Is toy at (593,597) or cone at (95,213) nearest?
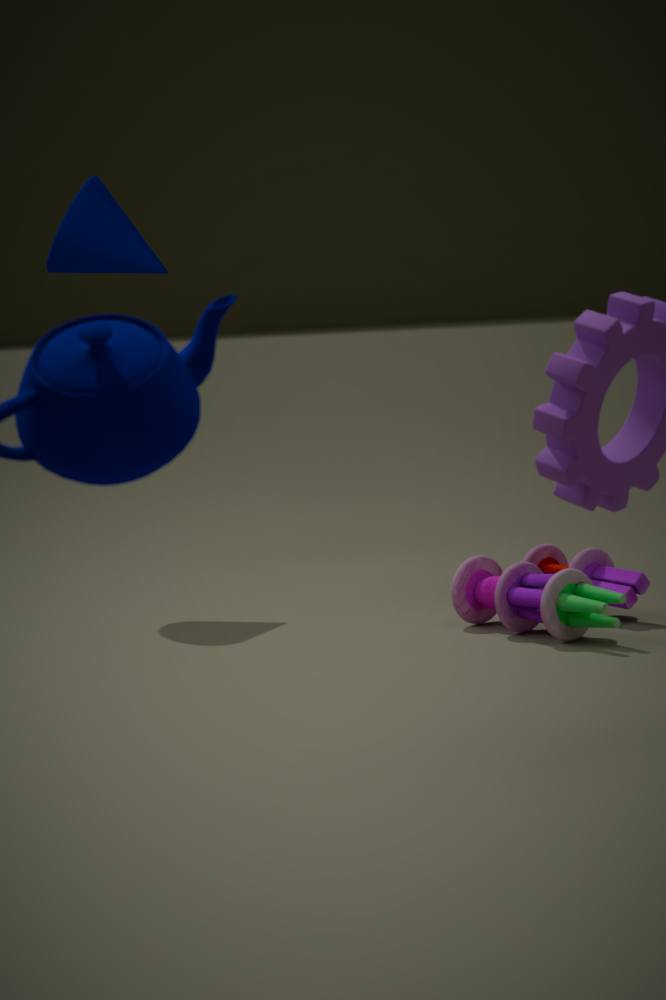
toy at (593,597)
